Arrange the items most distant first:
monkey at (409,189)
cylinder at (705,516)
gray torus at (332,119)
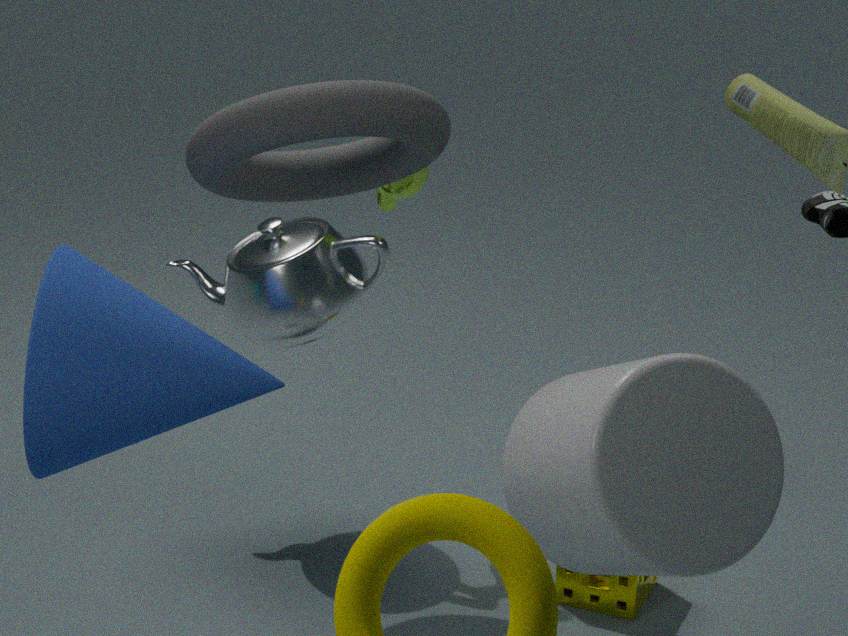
monkey at (409,189), gray torus at (332,119), cylinder at (705,516)
